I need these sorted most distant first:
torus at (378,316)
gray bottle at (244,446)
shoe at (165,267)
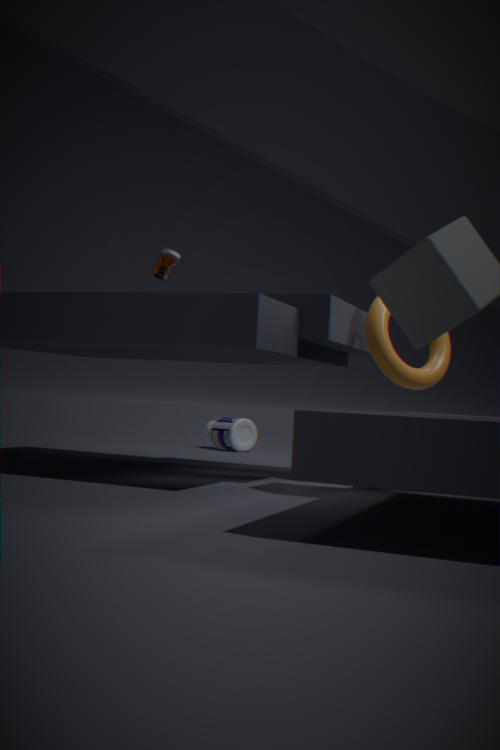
gray bottle at (244,446) → shoe at (165,267) → torus at (378,316)
